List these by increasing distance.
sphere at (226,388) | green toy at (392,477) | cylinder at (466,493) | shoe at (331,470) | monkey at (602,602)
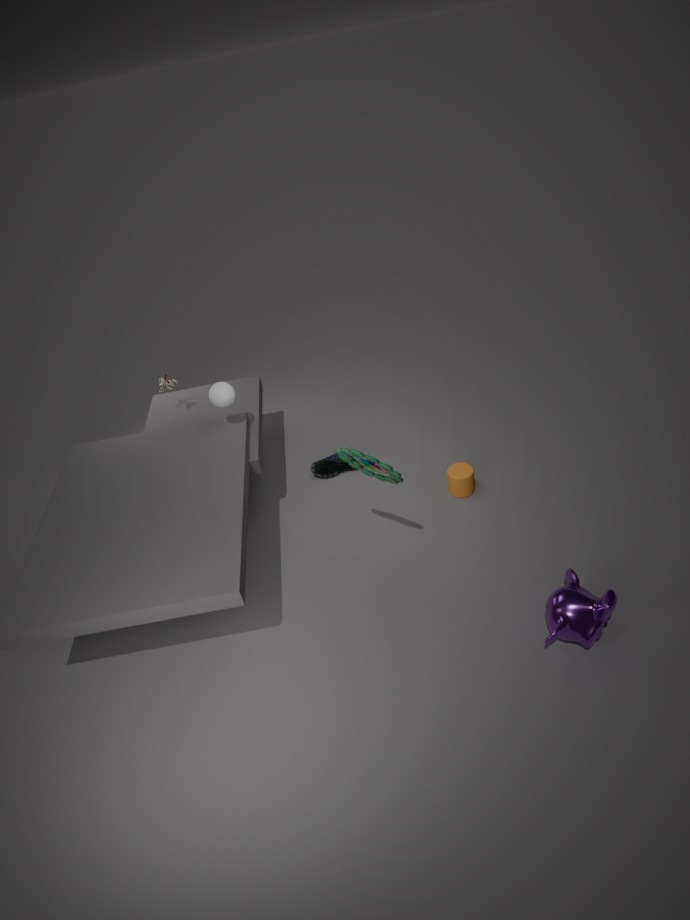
monkey at (602,602) < green toy at (392,477) < sphere at (226,388) < cylinder at (466,493) < shoe at (331,470)
